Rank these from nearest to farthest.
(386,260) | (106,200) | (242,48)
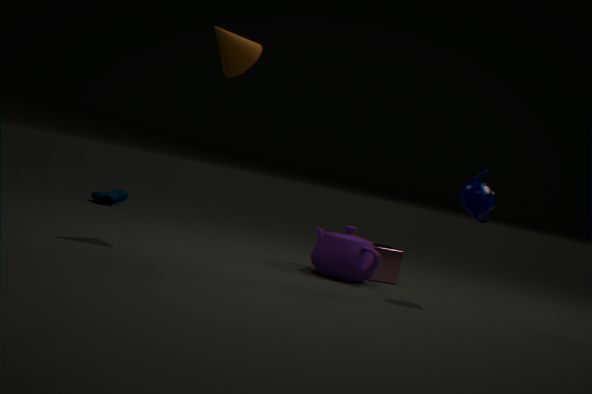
(242,48)
(386,260)
(106,200)
